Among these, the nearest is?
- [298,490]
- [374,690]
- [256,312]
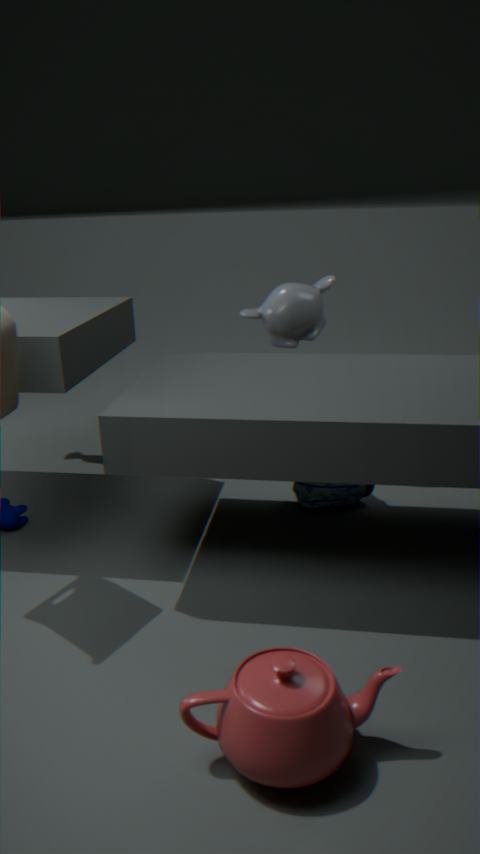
[374,690]
